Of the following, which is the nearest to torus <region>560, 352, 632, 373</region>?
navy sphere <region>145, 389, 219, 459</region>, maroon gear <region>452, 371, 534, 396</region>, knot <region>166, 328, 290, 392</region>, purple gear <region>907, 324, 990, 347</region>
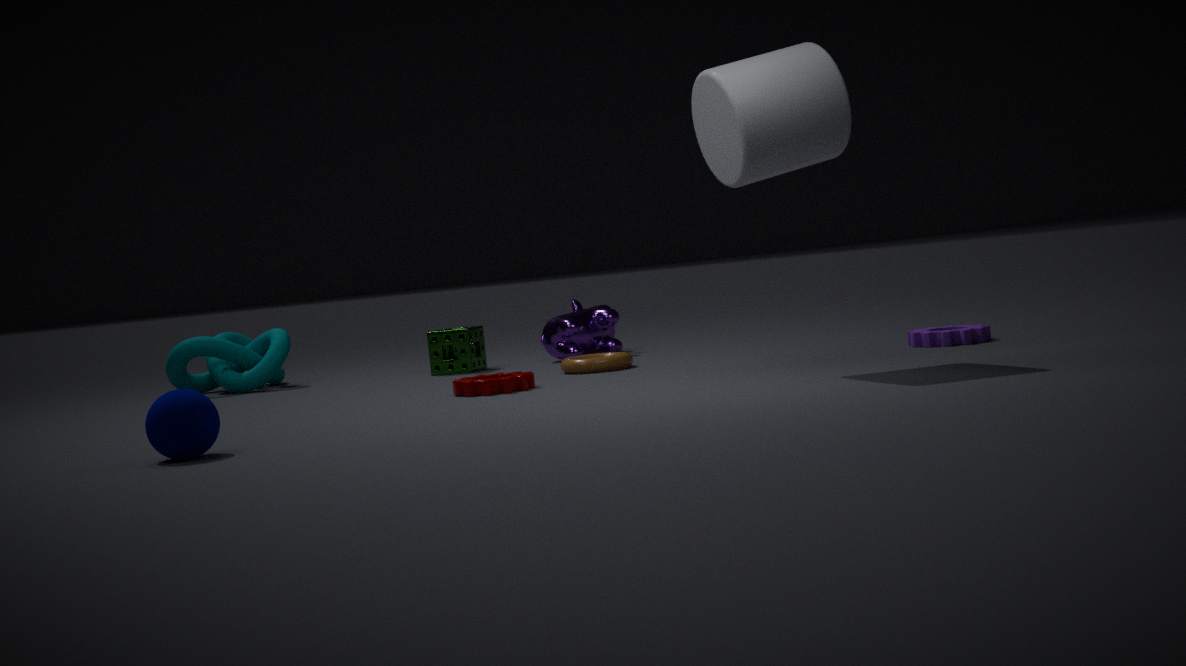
maroon gear <region>452, 371, 534, 396</region>
